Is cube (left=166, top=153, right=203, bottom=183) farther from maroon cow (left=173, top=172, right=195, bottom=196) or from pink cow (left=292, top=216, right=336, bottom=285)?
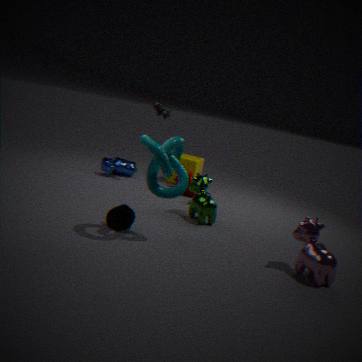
pink cow (left=292, top=216, right=336, bottom=285)
